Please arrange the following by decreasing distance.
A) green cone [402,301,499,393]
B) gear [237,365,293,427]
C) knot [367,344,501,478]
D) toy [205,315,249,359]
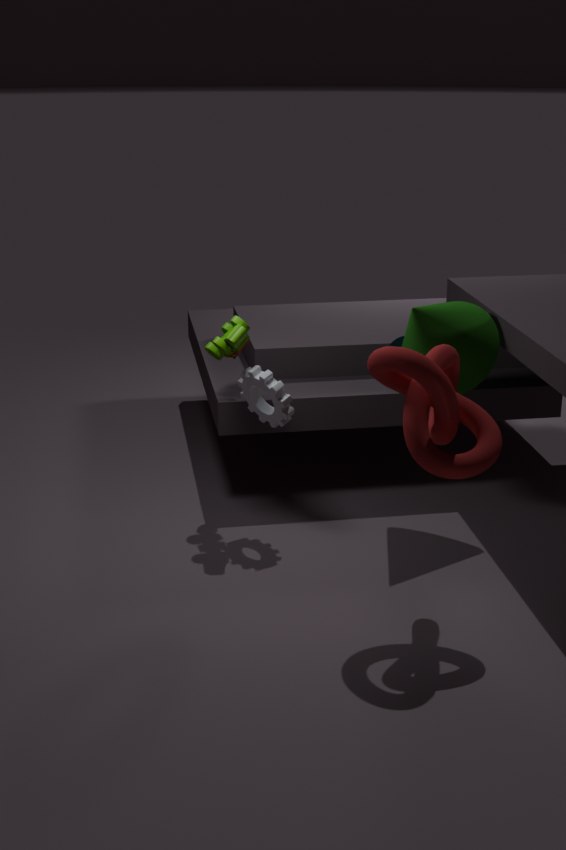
gear [237,365,293,427] → toy [205,315,249,359] → green cone [402,301,499,393] → knot [367,344,501,478]
